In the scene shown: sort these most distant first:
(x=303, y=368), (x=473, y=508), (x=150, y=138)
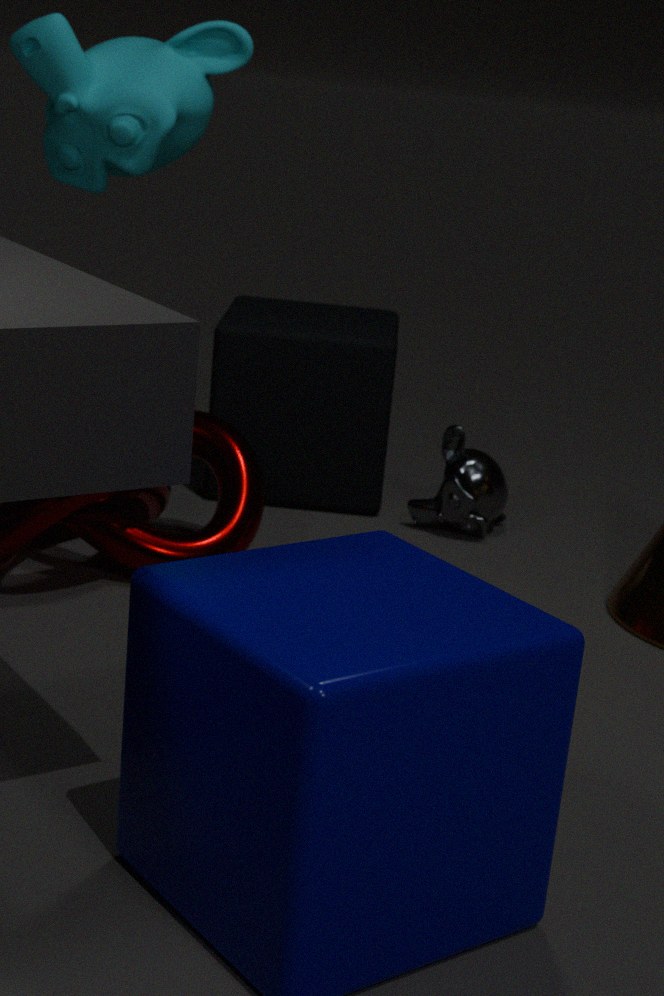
(x=303, y=368) < (x=473, y=508) < (x=150, y=138)
